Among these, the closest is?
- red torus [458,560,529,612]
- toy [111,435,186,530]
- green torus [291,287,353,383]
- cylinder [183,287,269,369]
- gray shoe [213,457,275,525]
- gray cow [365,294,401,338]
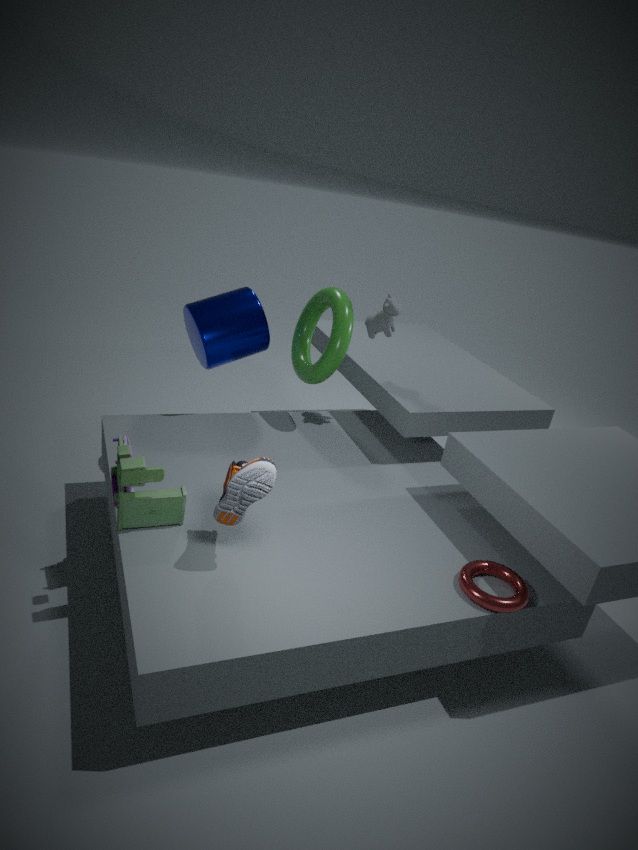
gray shoe [213,457,275,525]
